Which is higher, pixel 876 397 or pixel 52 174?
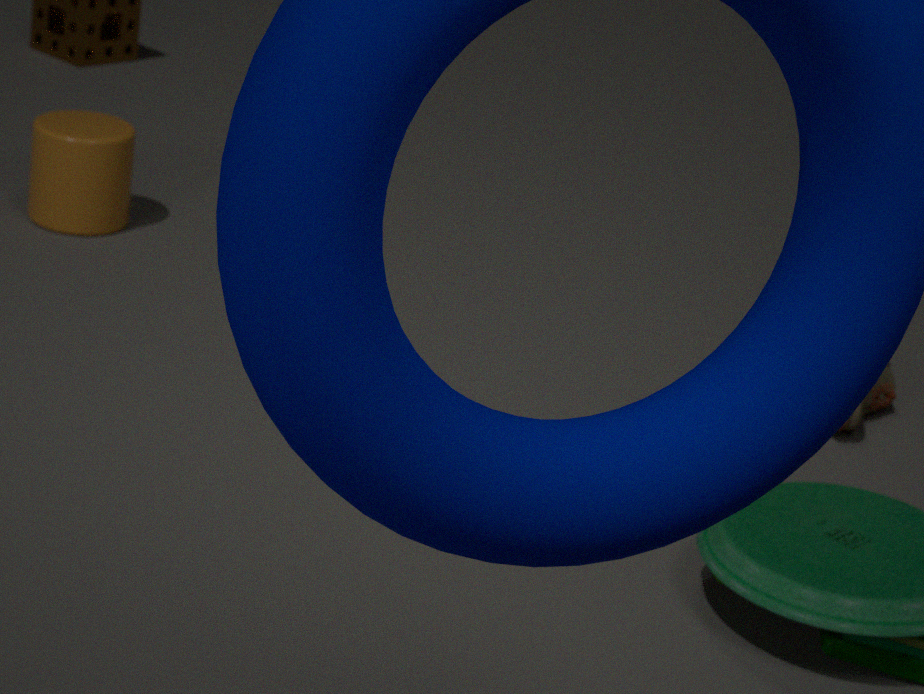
pixel 52 174
